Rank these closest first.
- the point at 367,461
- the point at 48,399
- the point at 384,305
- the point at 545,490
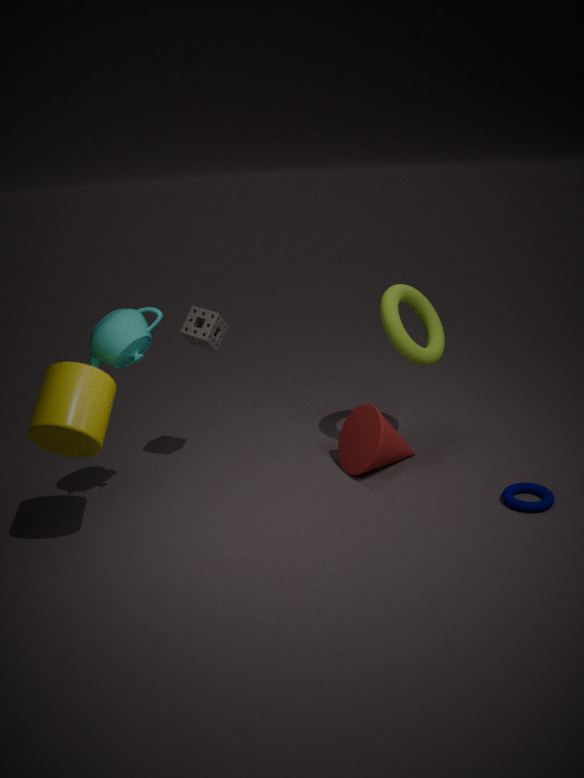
the point at 48,399
the point at 545,490
the point at 367,461
the point at 384,305
